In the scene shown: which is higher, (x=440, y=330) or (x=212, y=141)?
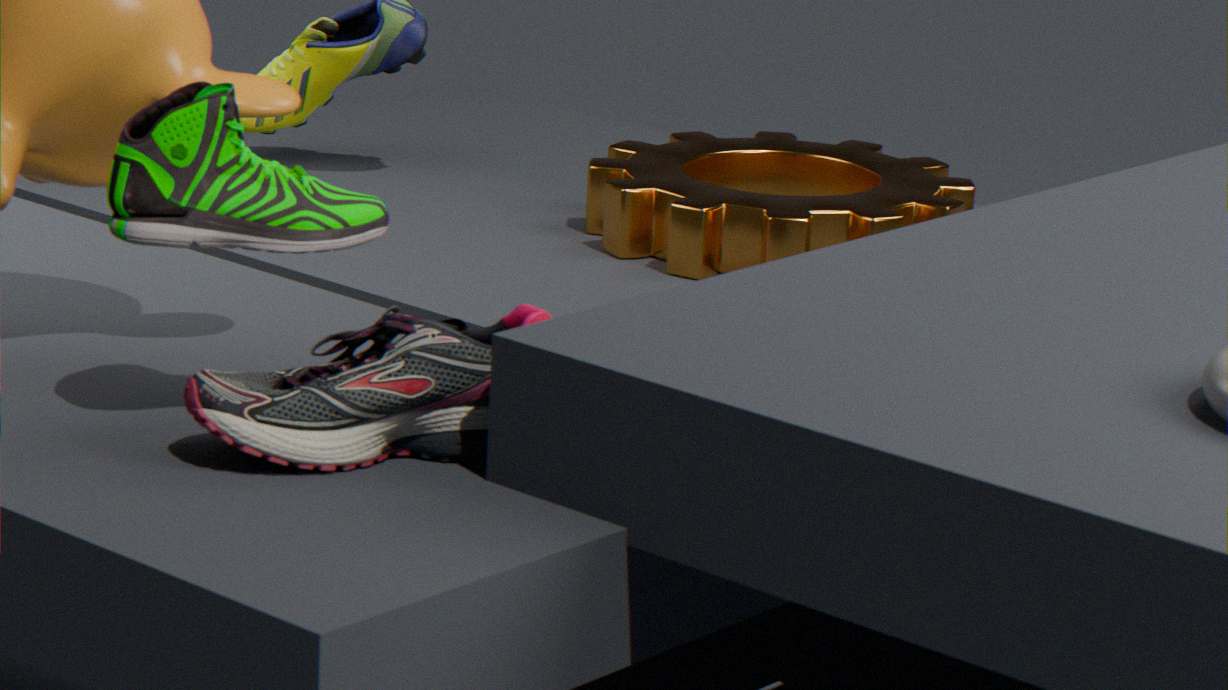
(x=212, y=141)
